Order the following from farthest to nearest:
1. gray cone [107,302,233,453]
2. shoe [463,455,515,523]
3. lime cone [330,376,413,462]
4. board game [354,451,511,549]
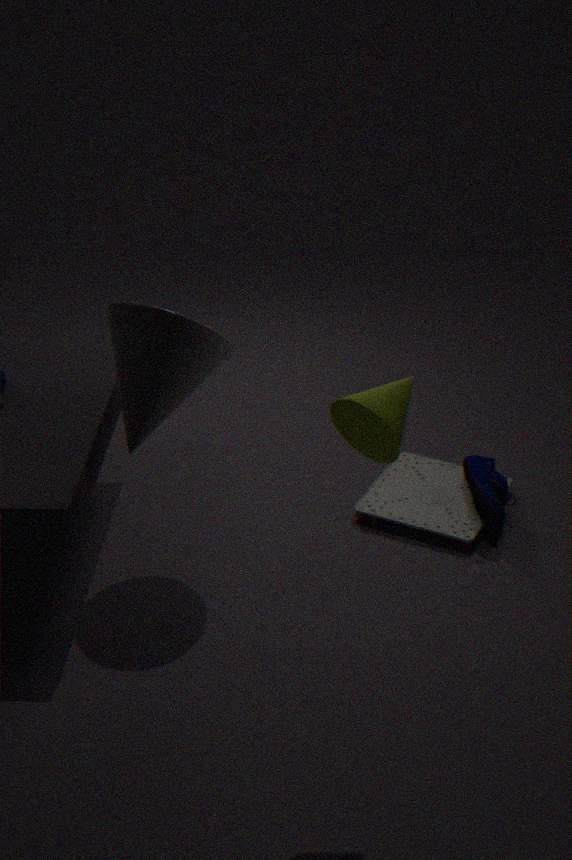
board game [354,451,511,549], shoe [463,455,515,523], gray cone [107,302,233,453], lime cone [330,376,413,462]
